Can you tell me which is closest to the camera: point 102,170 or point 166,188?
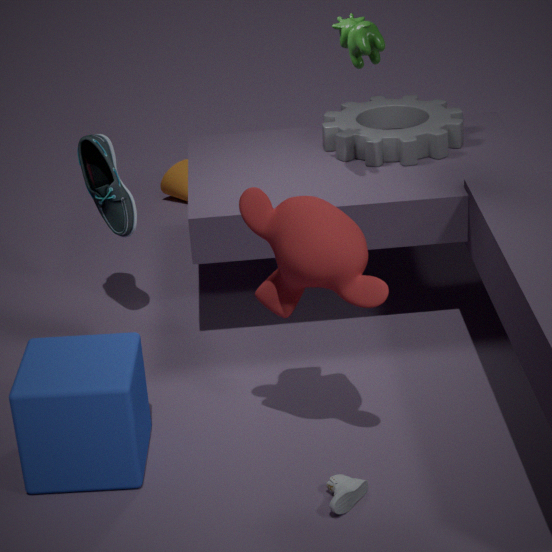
point 102,170
